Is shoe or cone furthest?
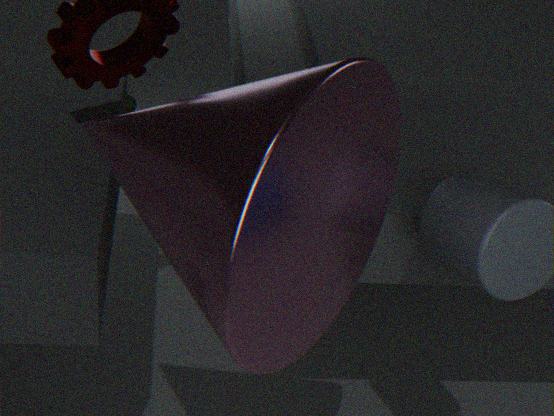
shoe
